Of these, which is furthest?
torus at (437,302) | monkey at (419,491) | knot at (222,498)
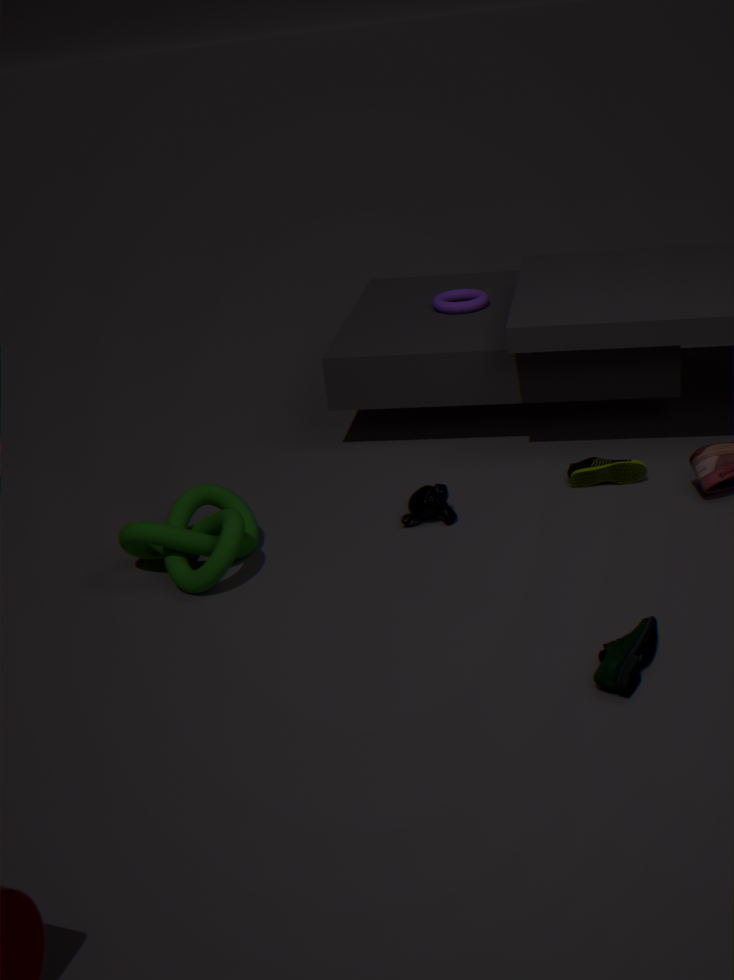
torus at (437,302)
